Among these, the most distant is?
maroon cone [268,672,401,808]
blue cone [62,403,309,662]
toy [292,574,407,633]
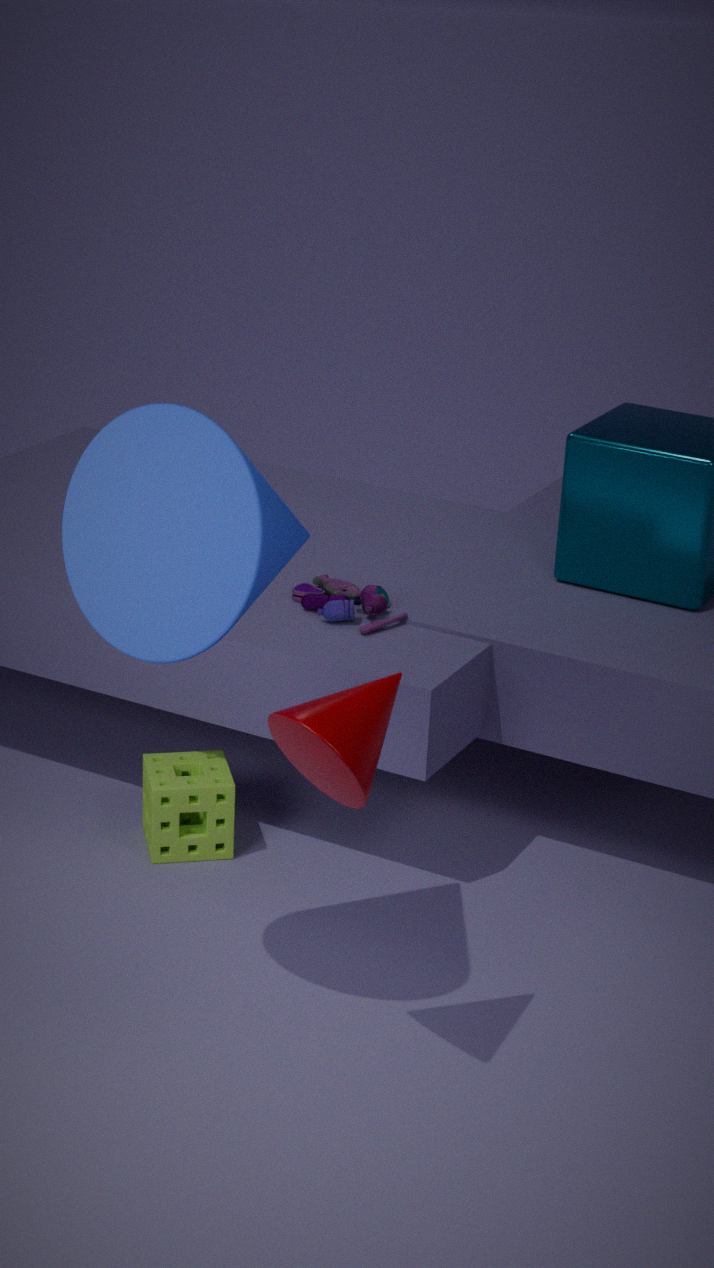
toy [292,574,407,633]
